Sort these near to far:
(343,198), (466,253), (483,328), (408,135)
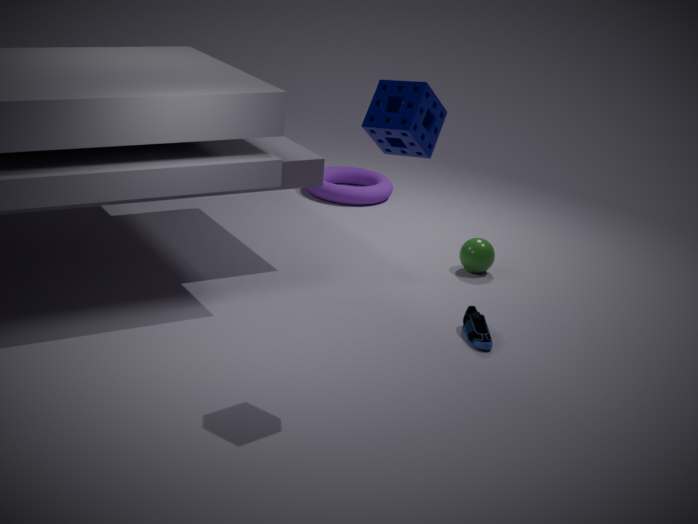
1. (408,135)
2. (483,328)
3. (466,253)
4. (343,198)
